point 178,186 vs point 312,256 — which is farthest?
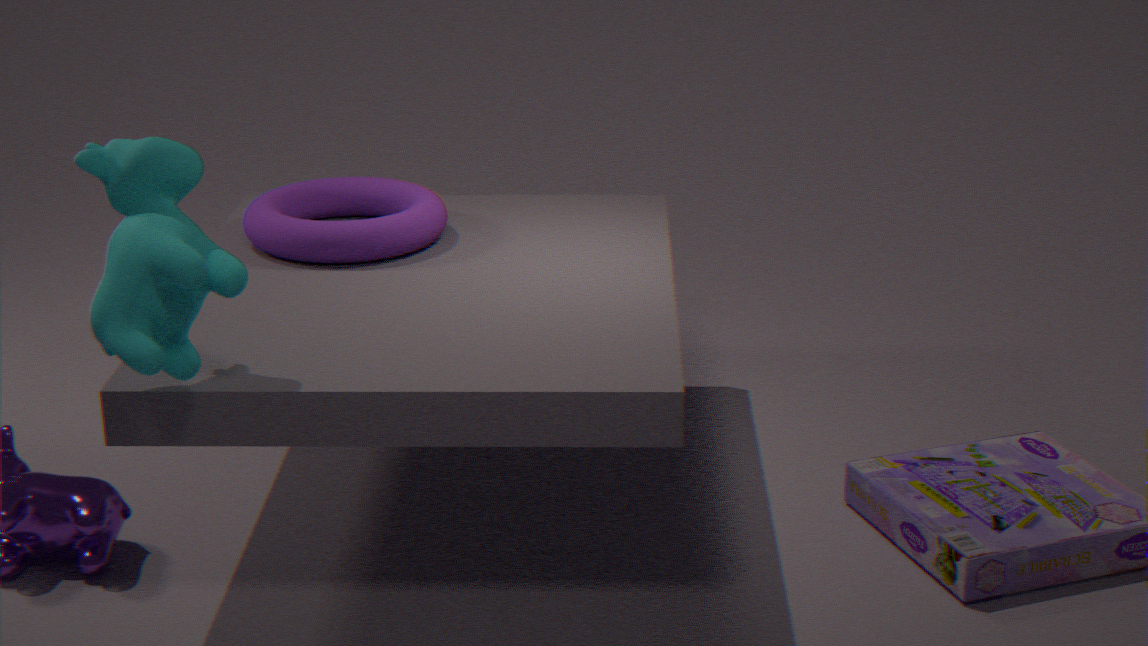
point 312,256
